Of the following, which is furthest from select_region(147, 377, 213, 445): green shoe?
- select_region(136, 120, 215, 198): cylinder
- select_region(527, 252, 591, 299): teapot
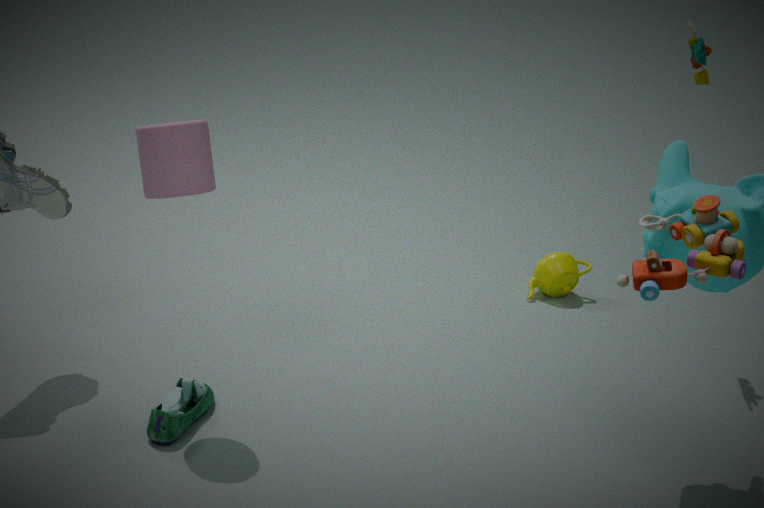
select_region(527, 252, 591, 299): teapot
